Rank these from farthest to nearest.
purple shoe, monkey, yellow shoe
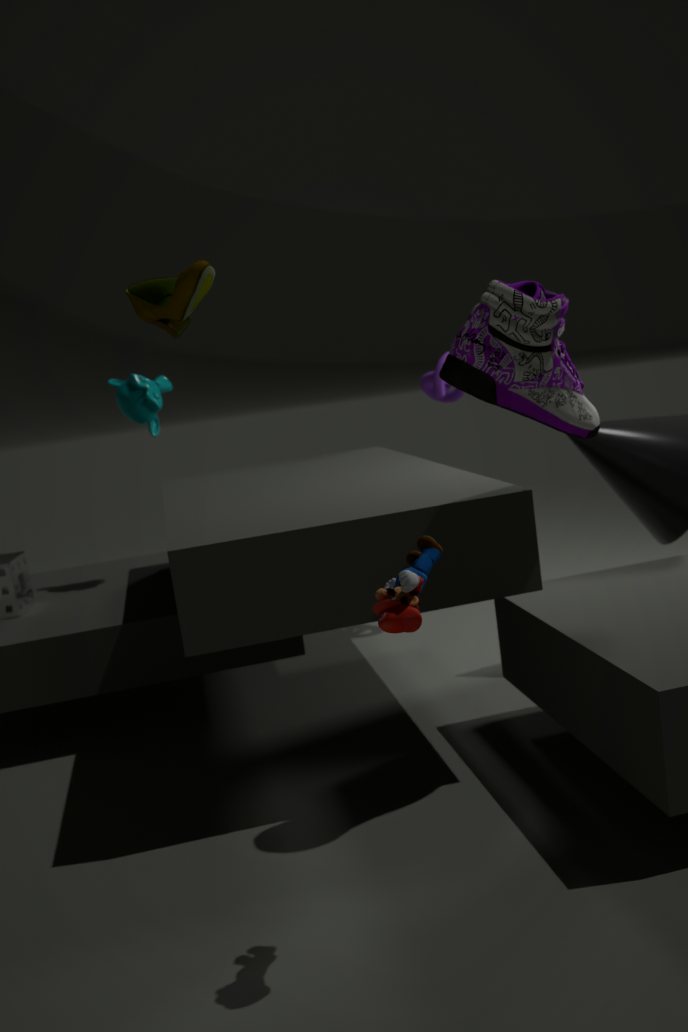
monkey
purple shoe
yellow shoe
